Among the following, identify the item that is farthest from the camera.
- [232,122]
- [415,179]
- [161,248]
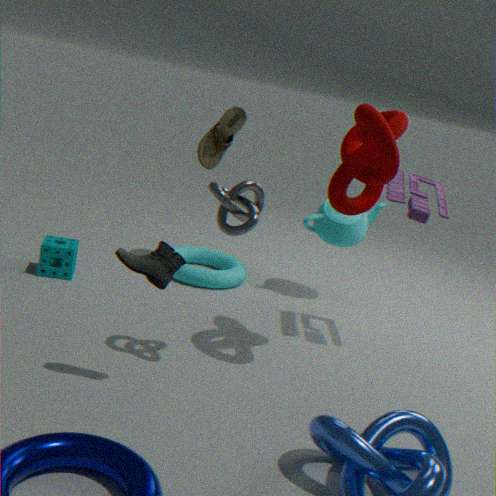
[232,122]
